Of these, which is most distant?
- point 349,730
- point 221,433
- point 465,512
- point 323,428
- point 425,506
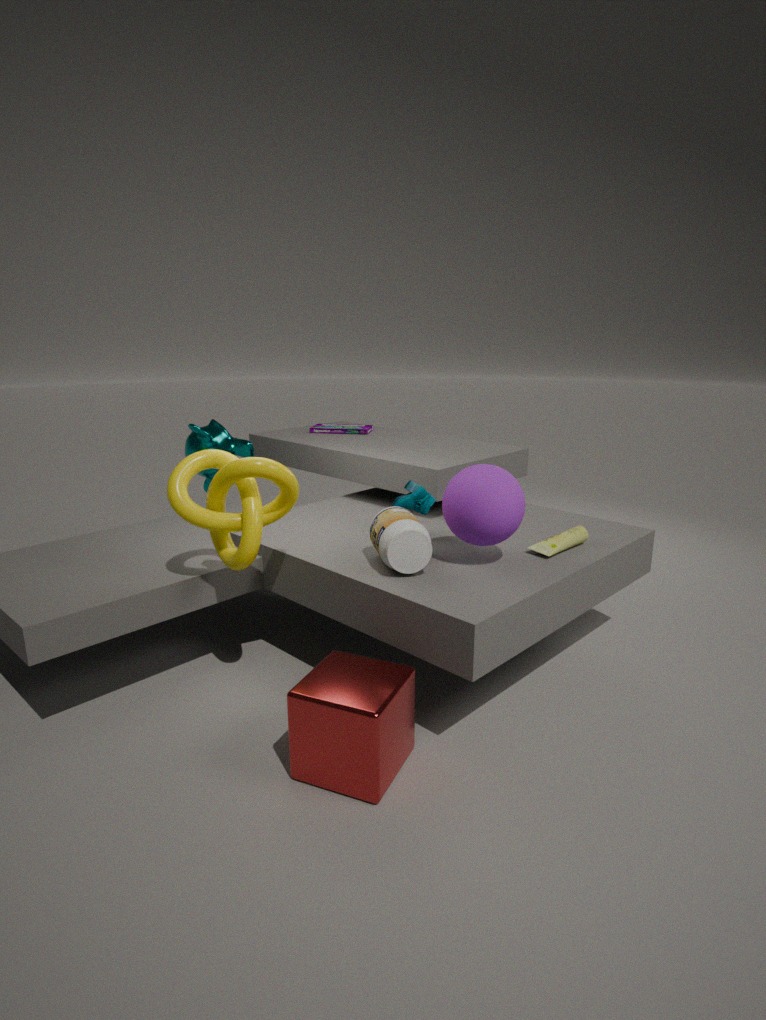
point 323,428
